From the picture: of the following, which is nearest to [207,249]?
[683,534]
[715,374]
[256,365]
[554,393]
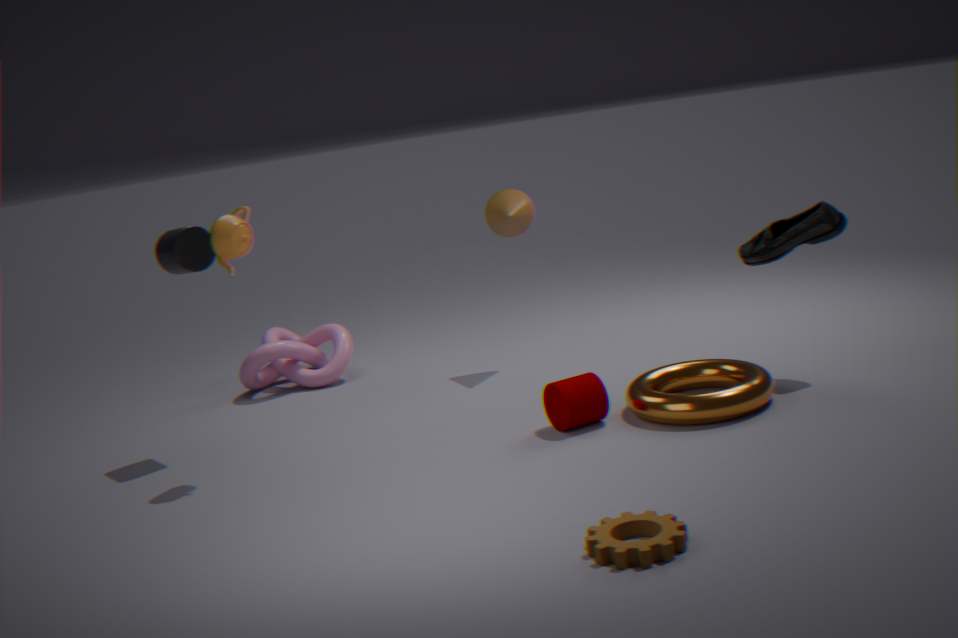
[256,365]
